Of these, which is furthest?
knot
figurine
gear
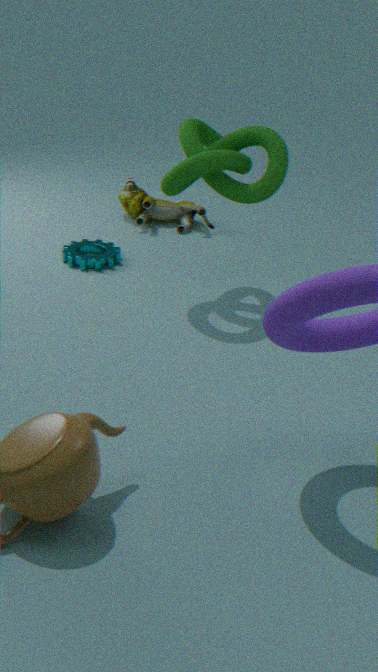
figurine
